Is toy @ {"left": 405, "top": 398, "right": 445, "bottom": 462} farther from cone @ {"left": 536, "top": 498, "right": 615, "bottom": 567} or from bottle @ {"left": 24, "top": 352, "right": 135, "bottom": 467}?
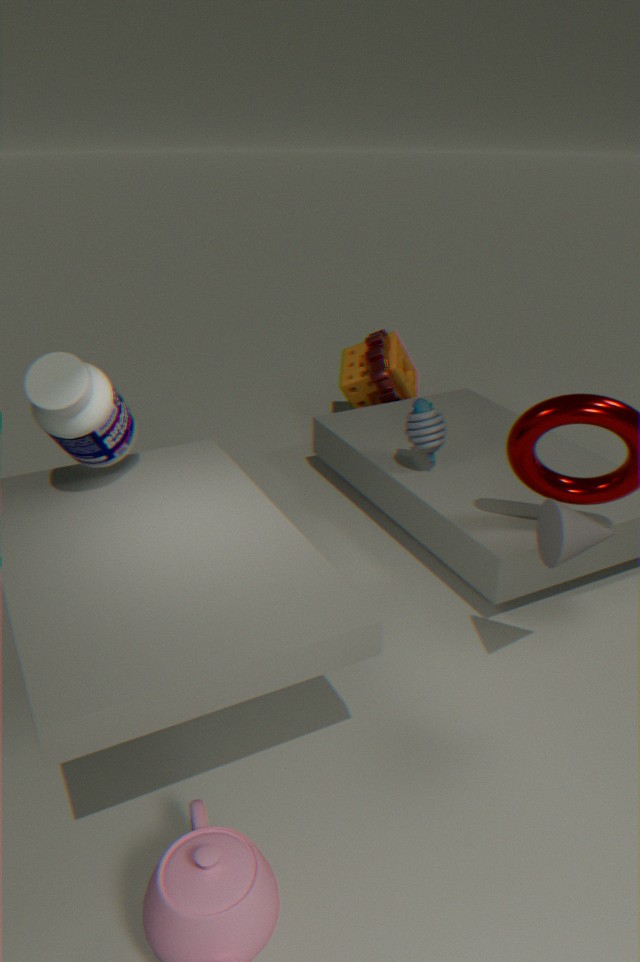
bottle @ {"left": 24, "top": 352, "right": 135, "bottom": 467}
